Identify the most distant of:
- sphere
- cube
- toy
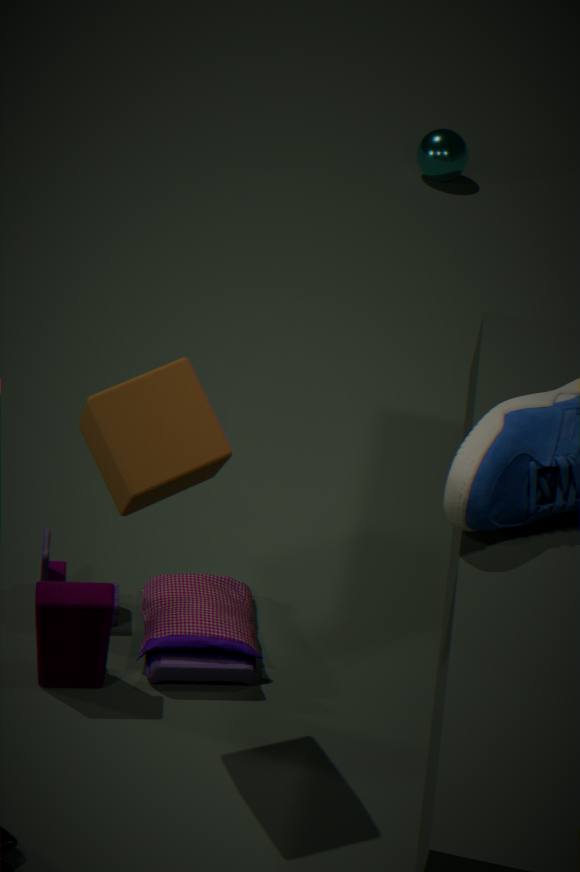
sphere
